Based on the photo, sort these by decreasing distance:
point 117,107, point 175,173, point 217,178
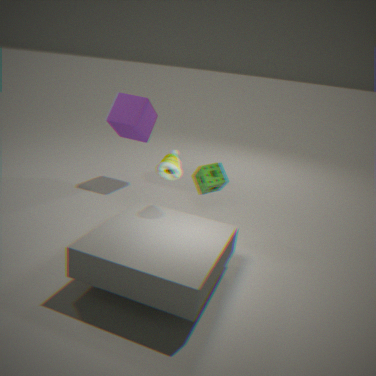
point 117,107, point 217,178, point 175,173
